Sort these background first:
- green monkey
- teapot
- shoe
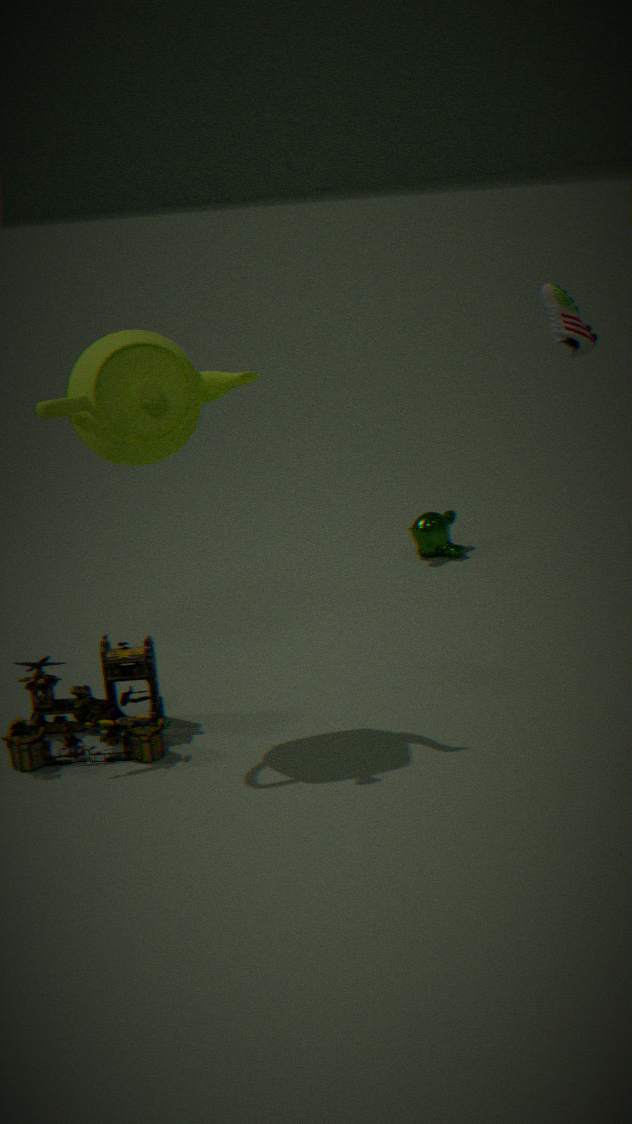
1. green monkey
2. shoe
3. teapot
